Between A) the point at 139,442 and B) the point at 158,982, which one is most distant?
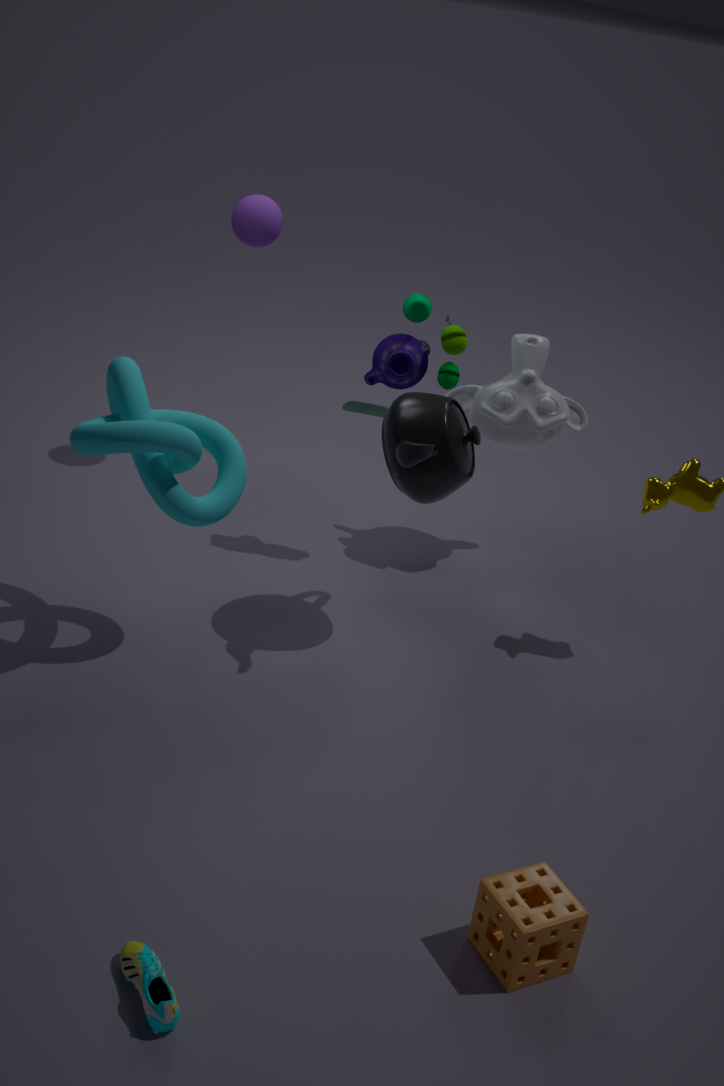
A. the point at 139,442
